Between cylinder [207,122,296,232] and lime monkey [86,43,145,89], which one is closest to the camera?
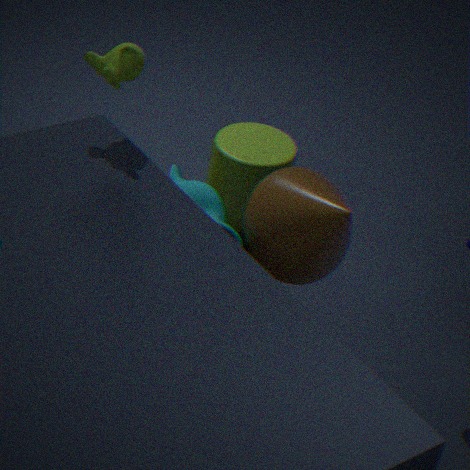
lime monkey [86,43,145,89]
